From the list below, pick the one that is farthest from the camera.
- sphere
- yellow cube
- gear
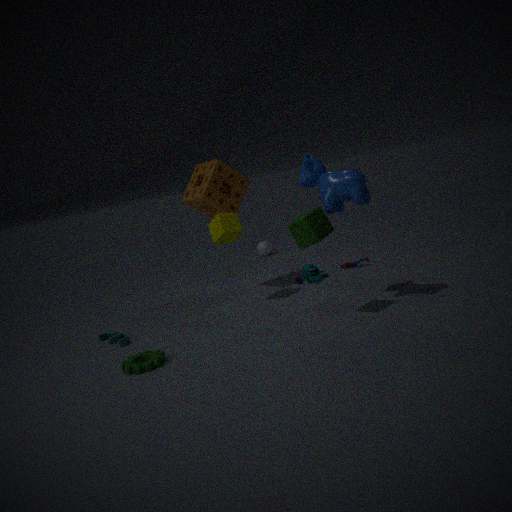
sphere
